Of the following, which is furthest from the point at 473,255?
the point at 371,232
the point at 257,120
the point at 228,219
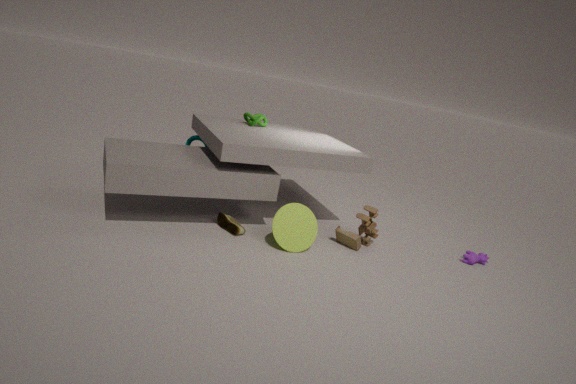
the point at 257,120
